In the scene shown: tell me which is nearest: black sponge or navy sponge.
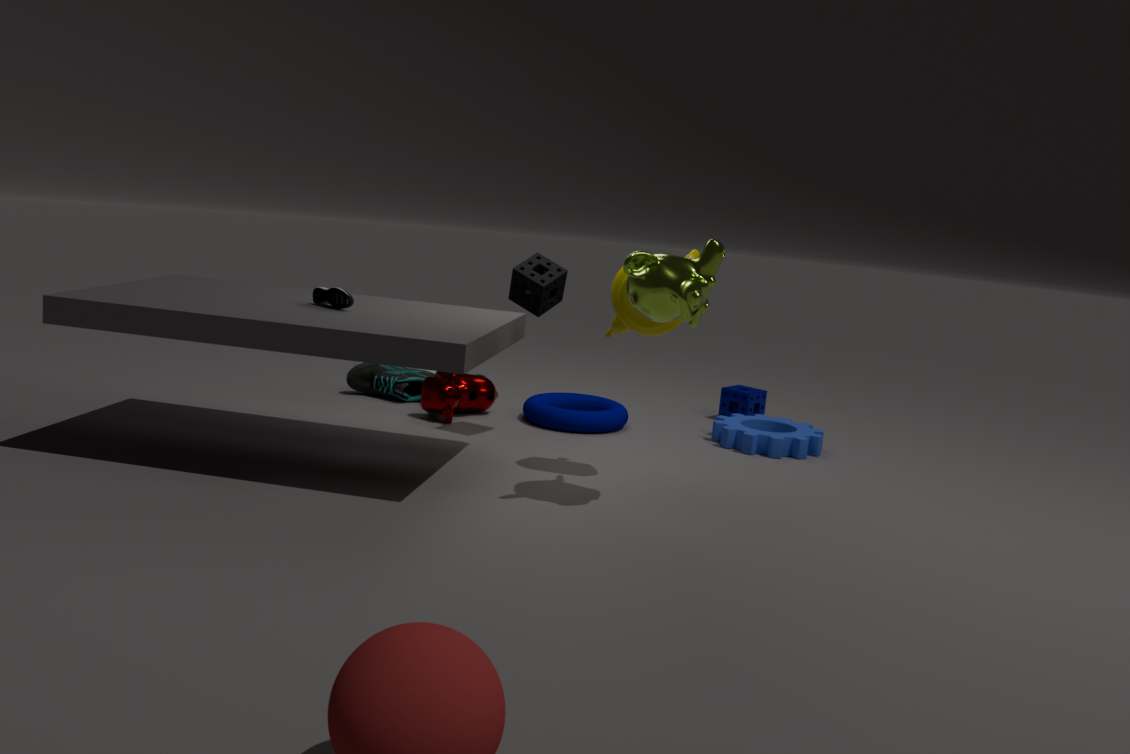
black sponge
